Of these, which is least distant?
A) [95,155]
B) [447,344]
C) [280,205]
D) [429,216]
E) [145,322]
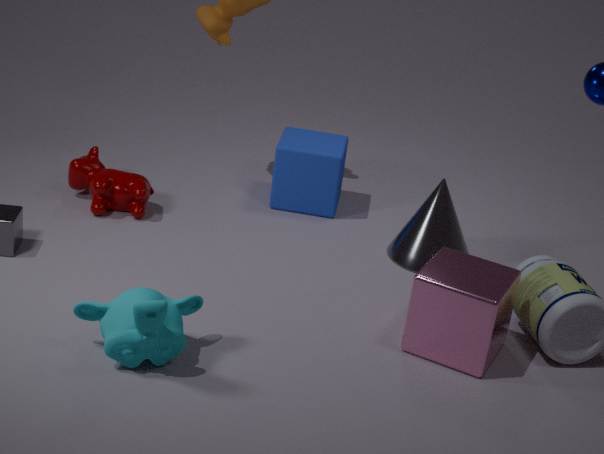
[145,322]
